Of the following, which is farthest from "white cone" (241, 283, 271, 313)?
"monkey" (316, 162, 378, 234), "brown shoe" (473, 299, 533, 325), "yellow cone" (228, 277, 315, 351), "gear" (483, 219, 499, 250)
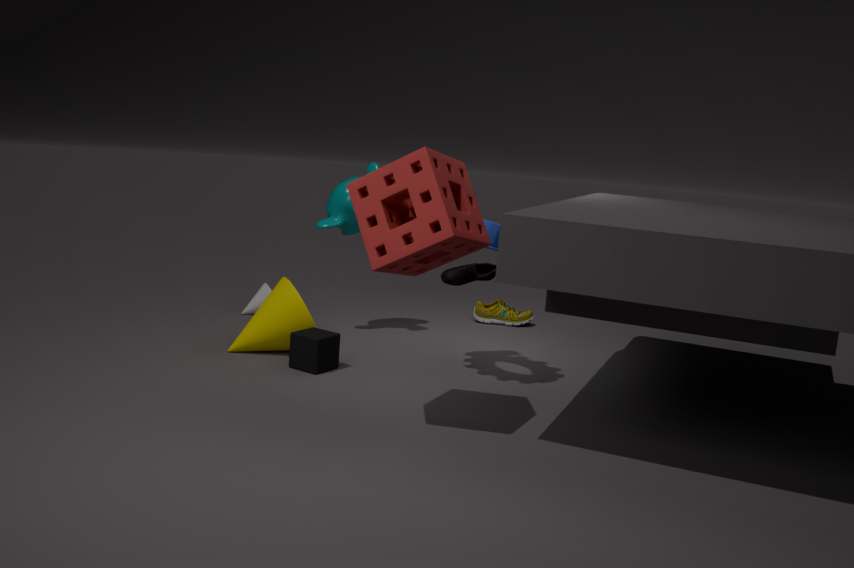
"gear" (483, 219, 499, 250)
